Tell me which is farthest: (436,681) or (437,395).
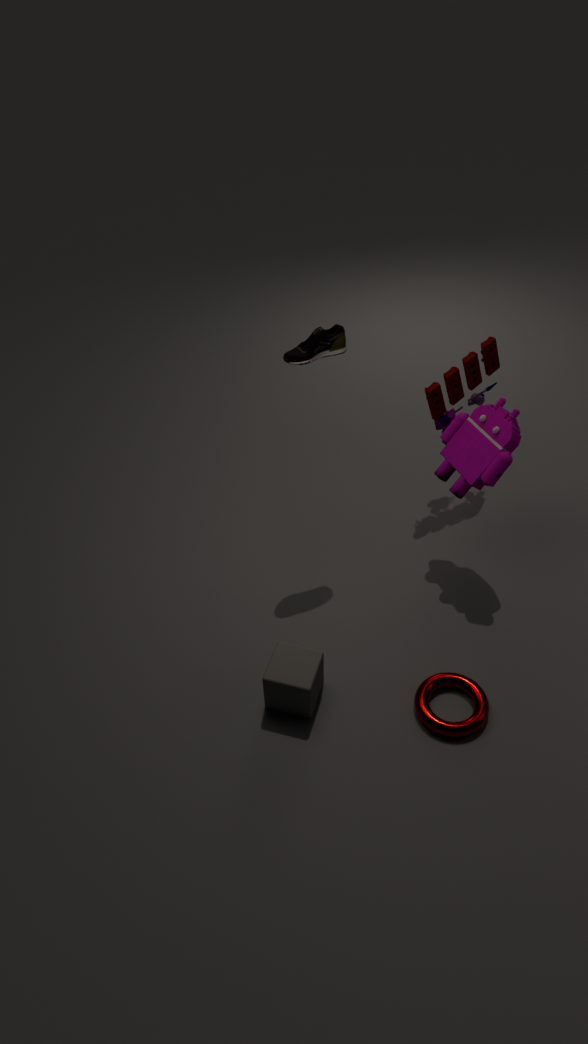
(437,395)
